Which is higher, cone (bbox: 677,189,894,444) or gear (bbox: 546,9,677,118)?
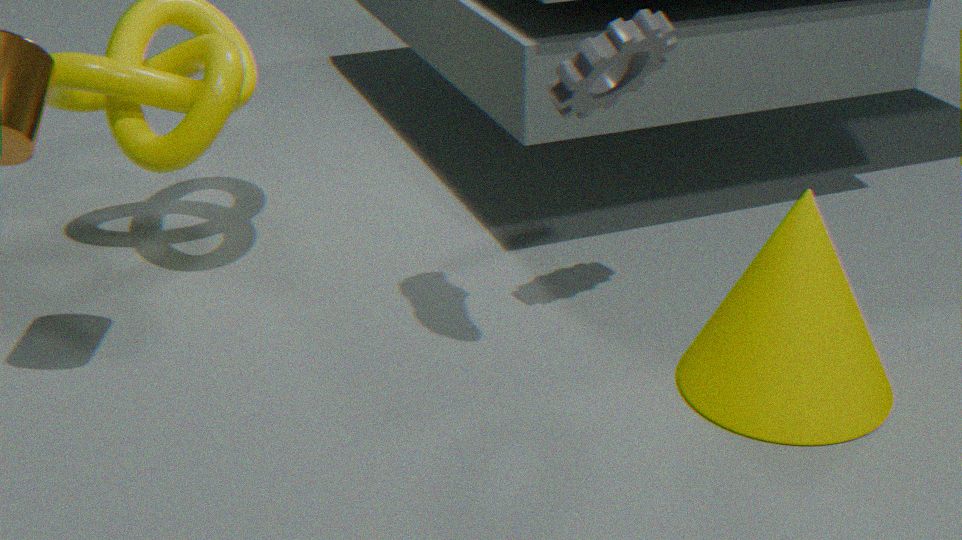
gear (bbox: 546,9,677,118)
